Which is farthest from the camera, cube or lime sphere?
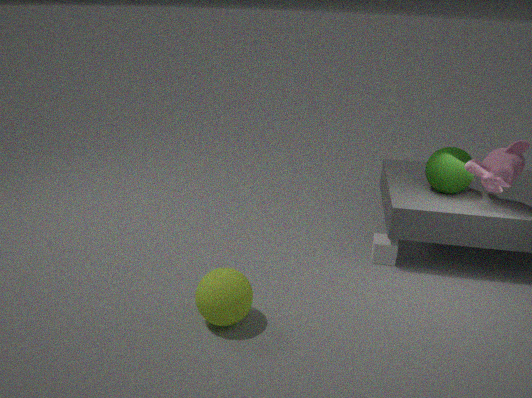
cube
